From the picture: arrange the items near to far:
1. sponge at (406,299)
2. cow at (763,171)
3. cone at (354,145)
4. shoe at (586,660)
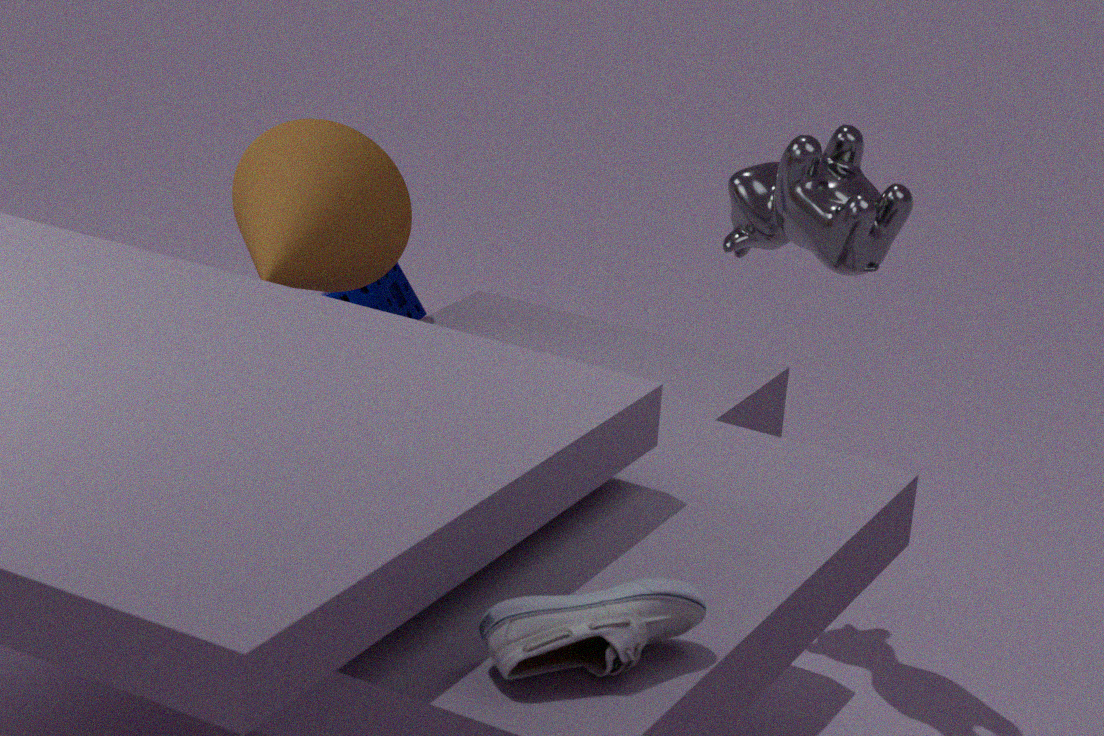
shoe at (586,660) < cow at (763,171) < cone at (354,145) < sponge at (406,299)
